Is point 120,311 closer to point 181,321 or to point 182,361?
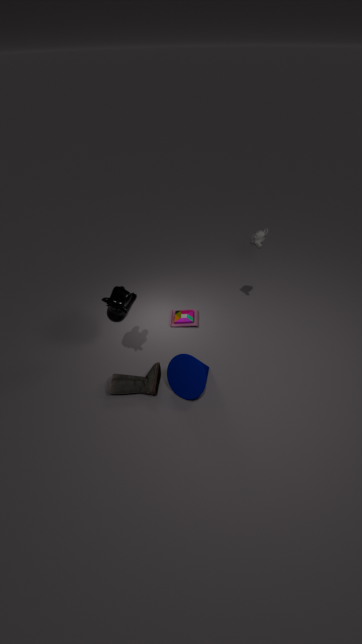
point 182,361
